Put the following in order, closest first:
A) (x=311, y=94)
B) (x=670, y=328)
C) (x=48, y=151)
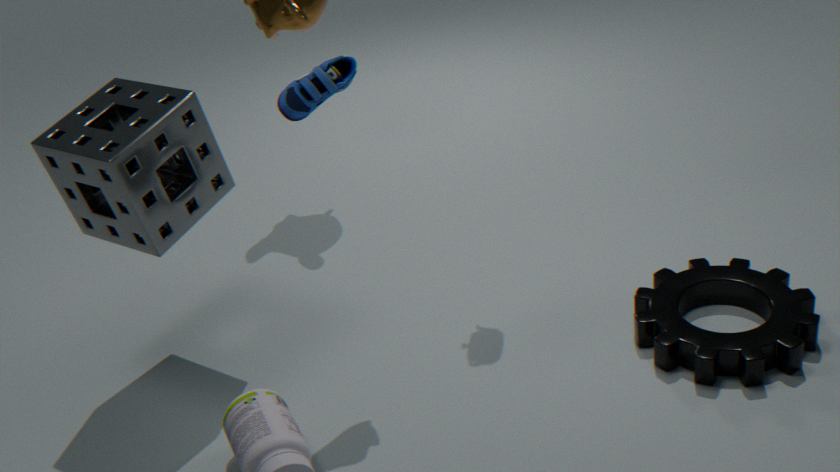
(x=311, y=94) → (x=48, y=151) → (x=670, y=328)
